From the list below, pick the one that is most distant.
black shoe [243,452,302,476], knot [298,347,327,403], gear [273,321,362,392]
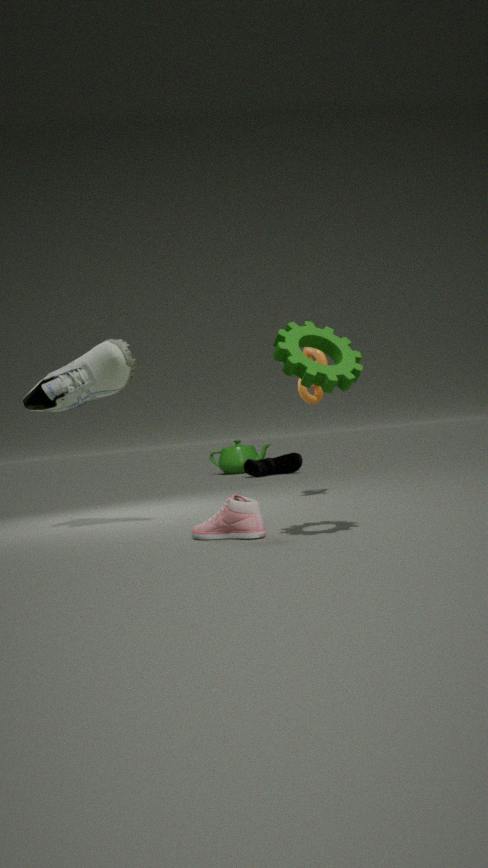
black shoe [243,452,302,476]
